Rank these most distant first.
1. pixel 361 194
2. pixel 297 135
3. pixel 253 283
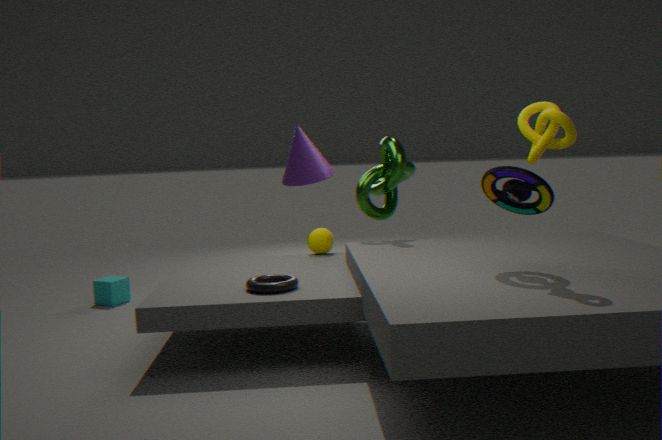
pixel 361 194 < pixel 253 283 < pixel 297 135
